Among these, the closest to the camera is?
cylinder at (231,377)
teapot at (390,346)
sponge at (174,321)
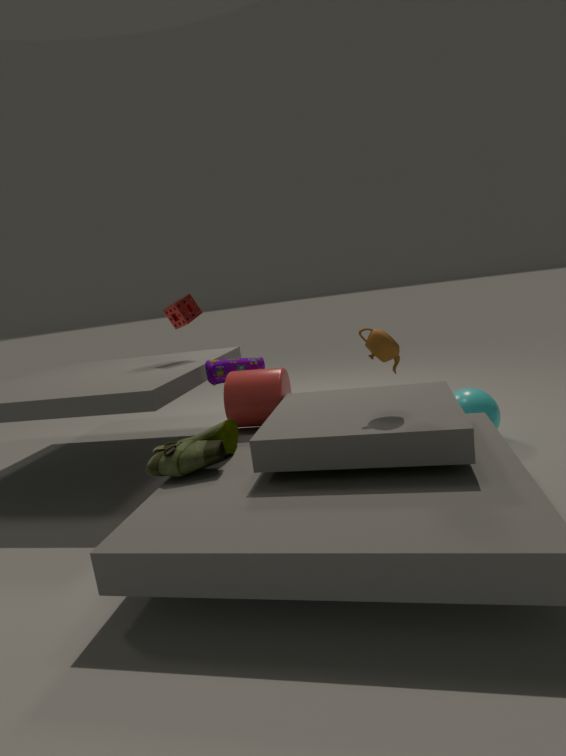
teapot at (390,346)
